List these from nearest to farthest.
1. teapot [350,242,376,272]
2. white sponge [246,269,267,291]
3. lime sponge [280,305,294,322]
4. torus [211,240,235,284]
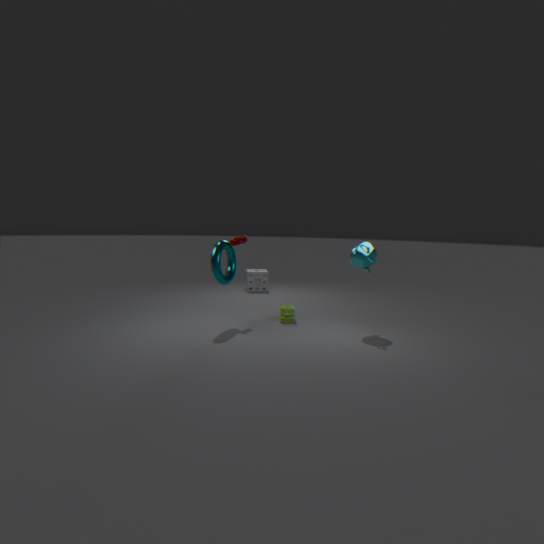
1. torus [211,240,235,284]
2. teapot [350,242,376,272]
3. lime sponge [280,305,294,322]
4. white sponge [246,269,267,291]
